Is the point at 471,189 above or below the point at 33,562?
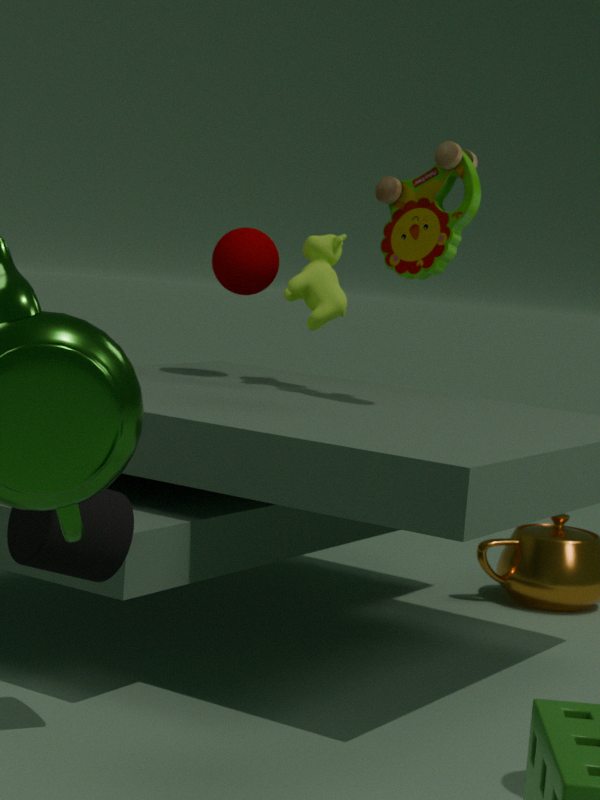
above
